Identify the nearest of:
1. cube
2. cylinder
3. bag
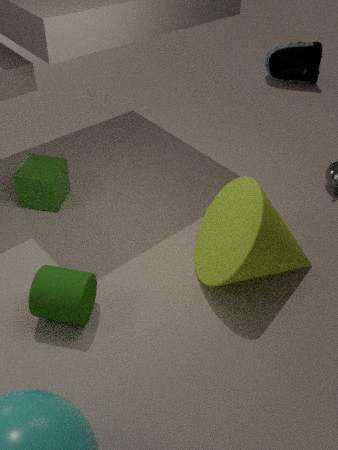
cylinder
